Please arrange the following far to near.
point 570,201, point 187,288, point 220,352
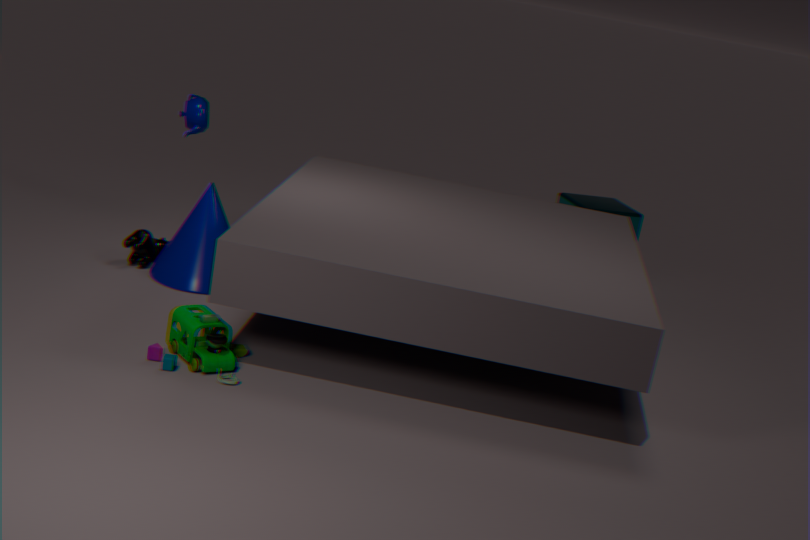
point 570,201 → point 187,288 → point 220,352
